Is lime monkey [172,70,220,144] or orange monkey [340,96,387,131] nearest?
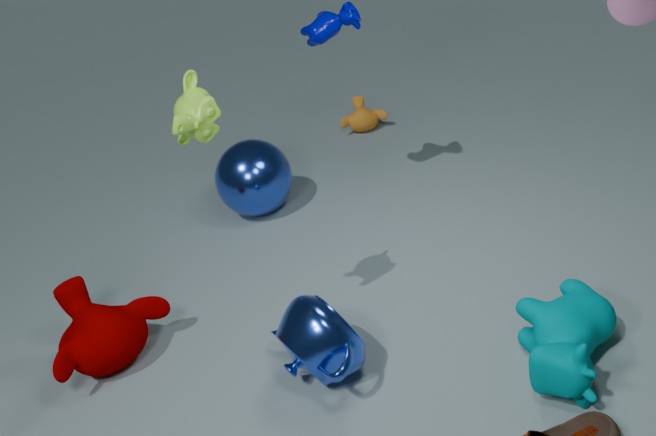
lime monkey [172,70,220,144]
